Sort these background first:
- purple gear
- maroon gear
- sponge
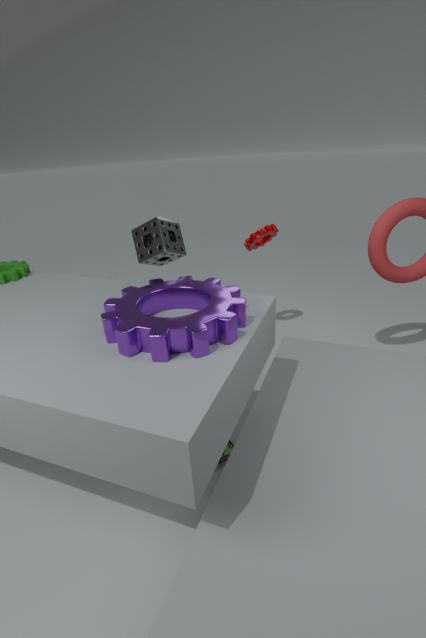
maroon gear
sponge
purple gear
